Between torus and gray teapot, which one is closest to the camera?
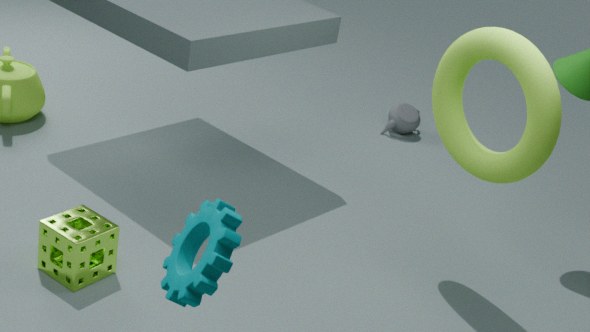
torus
